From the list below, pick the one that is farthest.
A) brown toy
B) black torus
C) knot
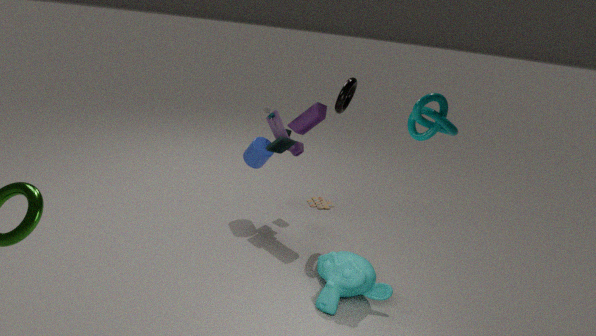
brown toy
